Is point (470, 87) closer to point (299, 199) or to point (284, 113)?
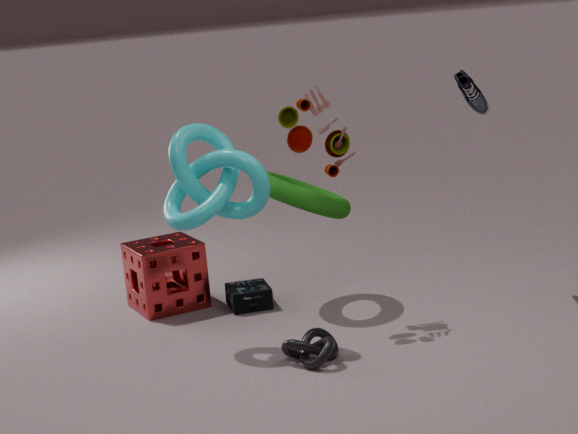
point (284, 113)
